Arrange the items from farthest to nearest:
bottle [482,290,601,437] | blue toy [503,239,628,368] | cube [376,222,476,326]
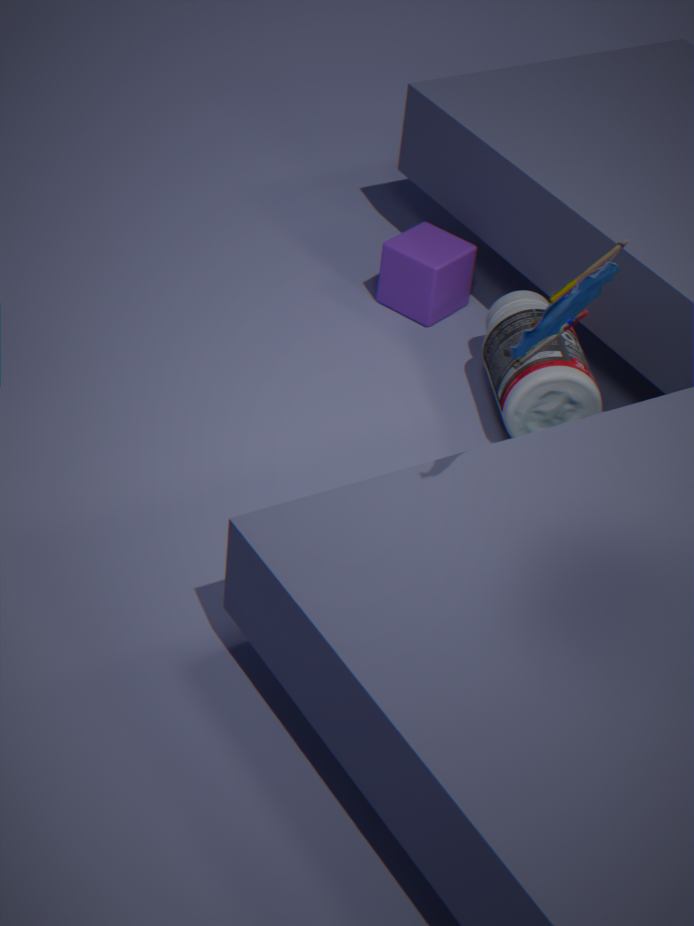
cube [376,222,476,326] → bottle [482,290,601,437] → blue toy [503,239,628,368]
